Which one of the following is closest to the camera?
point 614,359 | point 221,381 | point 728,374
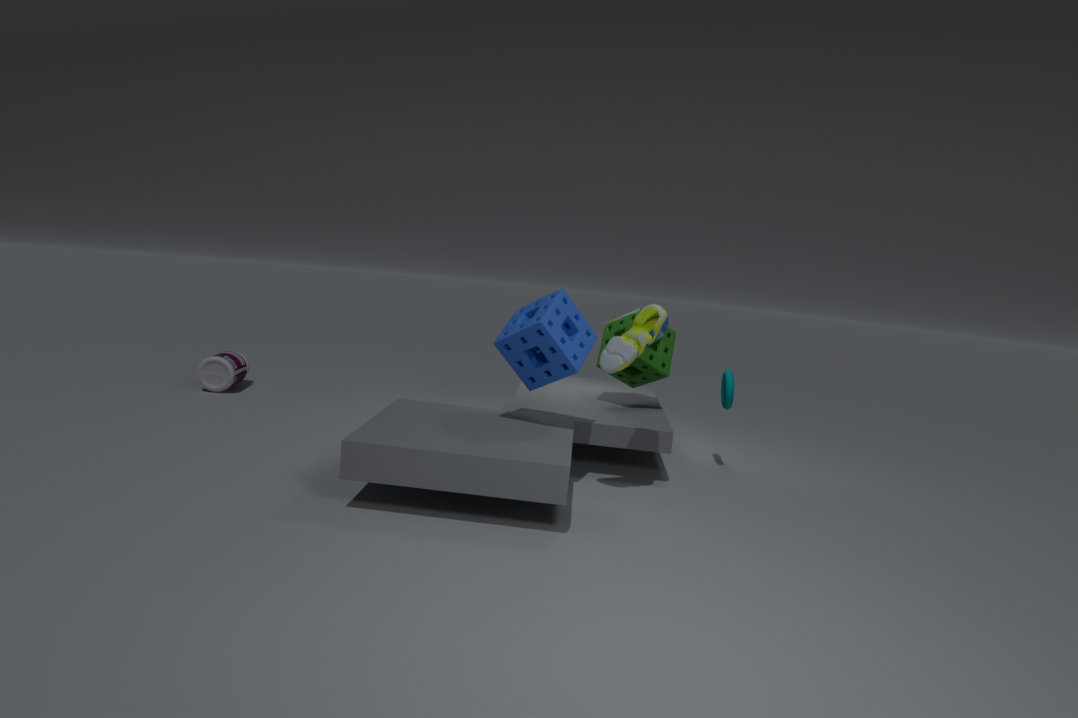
point 614,359
